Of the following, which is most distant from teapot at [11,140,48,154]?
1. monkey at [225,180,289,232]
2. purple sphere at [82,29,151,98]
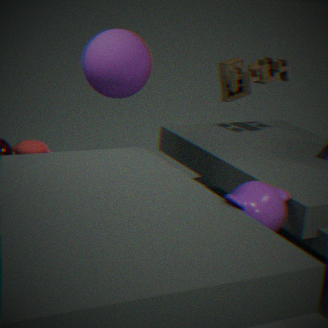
monkey at [225,180,289,232]
